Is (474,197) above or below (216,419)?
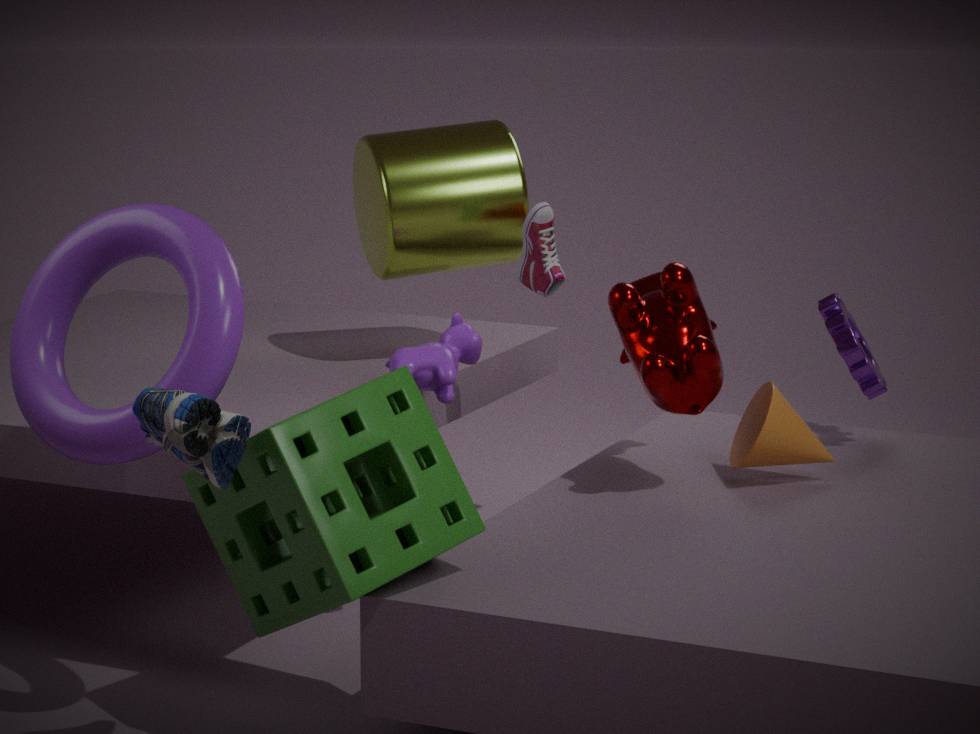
above
